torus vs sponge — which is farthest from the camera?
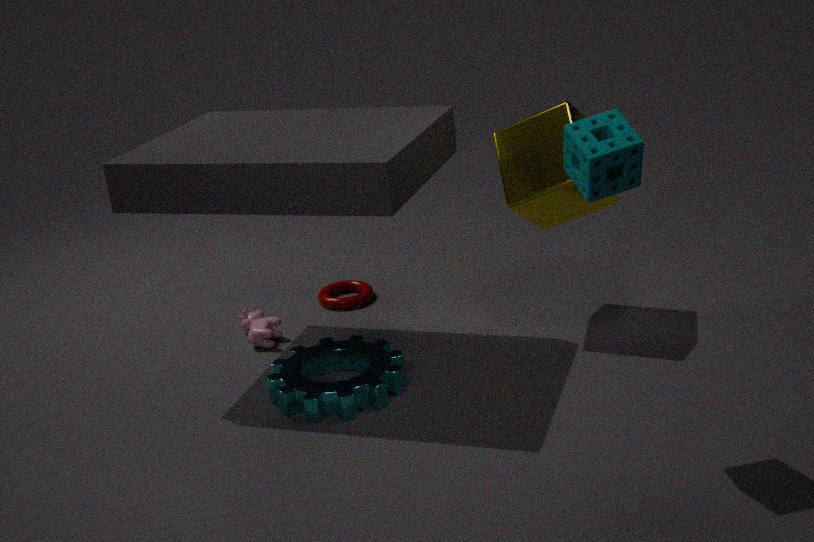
torus
